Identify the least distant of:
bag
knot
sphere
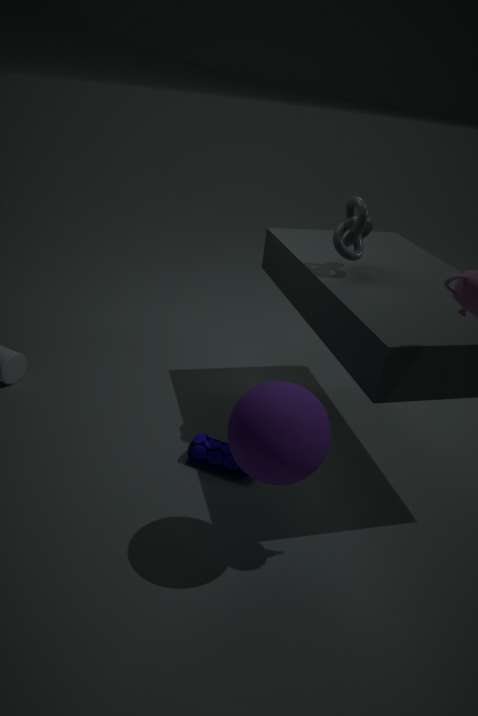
sphere
